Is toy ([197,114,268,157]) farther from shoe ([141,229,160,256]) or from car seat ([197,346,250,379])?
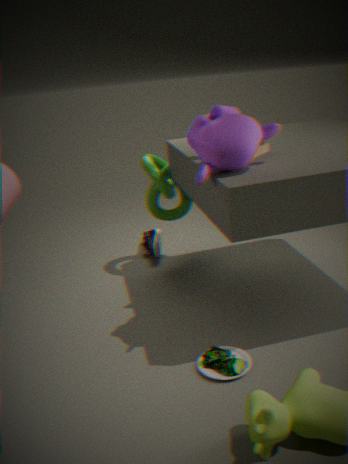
shoe ([141,229,160,256])
